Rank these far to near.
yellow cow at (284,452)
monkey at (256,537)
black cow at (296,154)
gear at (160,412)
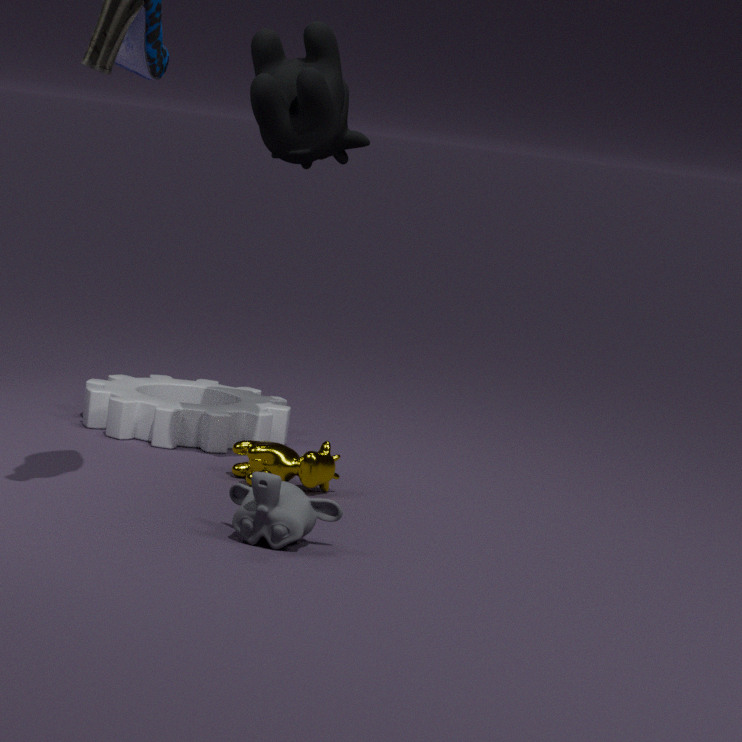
gear at (160,412)
yellow cow at (284,452)
black cow at (296,154)
monkey at (256,537)
